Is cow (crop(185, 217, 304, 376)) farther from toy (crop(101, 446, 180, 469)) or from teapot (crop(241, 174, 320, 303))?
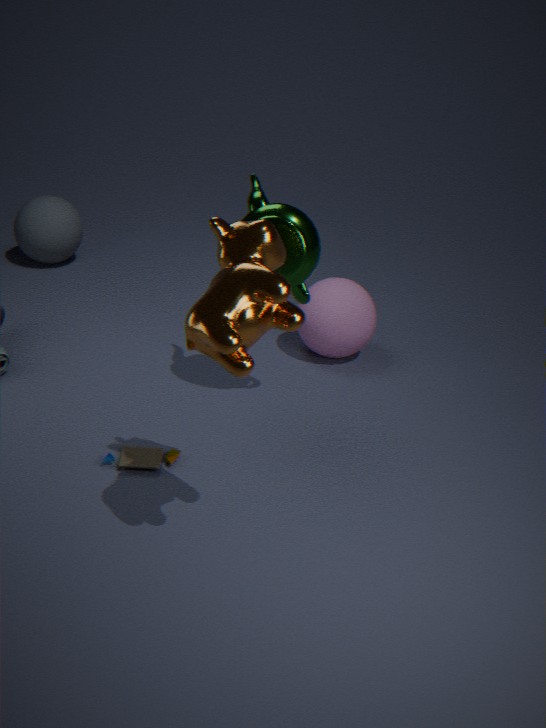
toy (crop(101, 446, 180, 469))
